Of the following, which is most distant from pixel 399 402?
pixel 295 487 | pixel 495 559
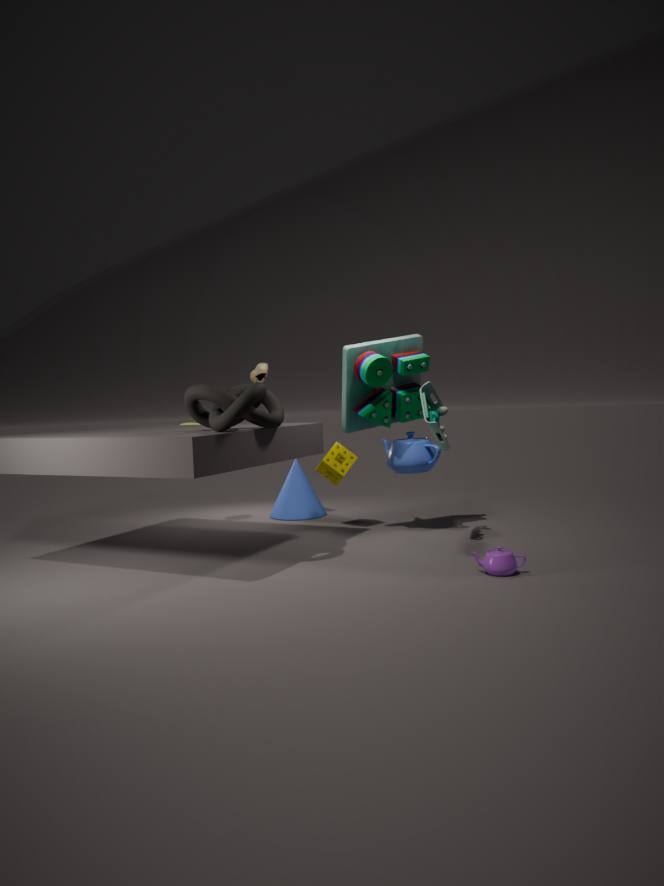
pixel 495 559
